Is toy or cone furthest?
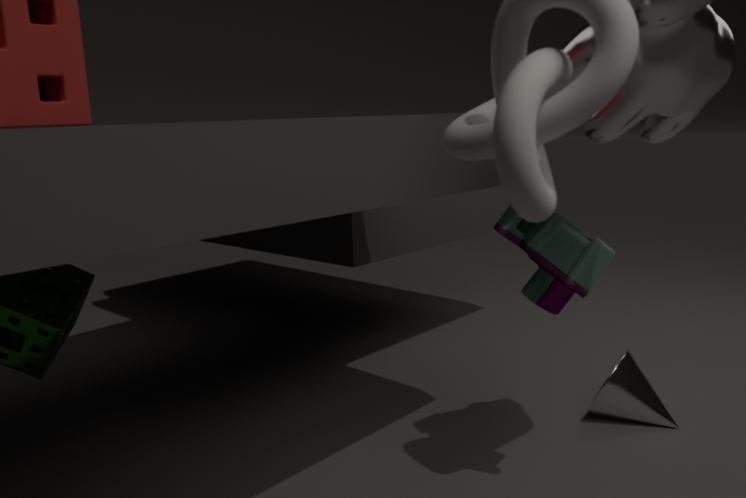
cone
